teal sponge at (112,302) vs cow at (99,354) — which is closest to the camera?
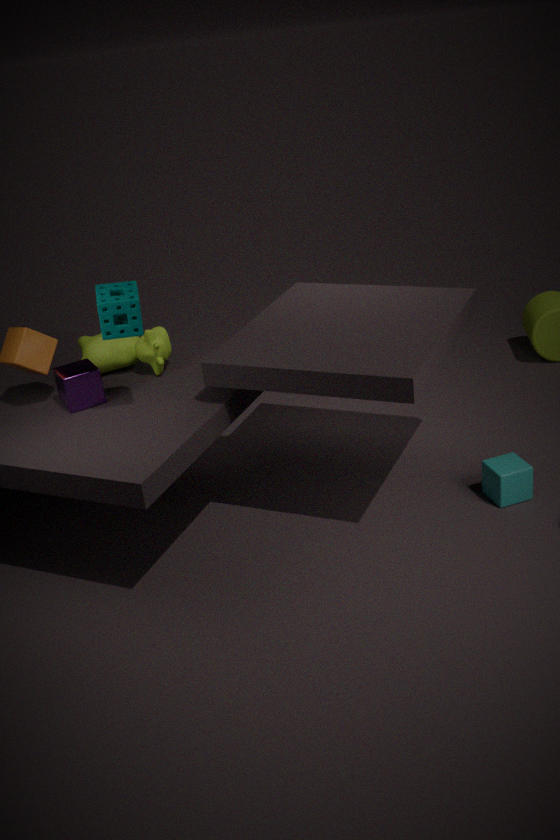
teal sponge at (112,302)
